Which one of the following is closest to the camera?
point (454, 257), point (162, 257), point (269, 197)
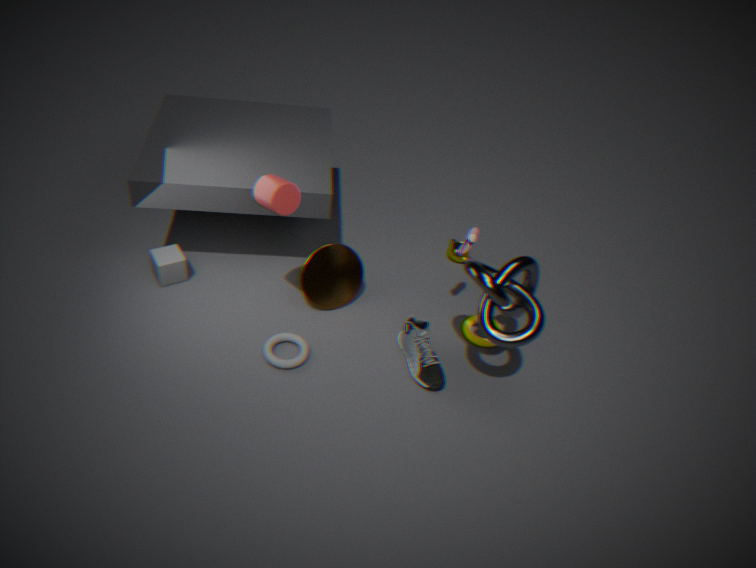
point (269, 197)
